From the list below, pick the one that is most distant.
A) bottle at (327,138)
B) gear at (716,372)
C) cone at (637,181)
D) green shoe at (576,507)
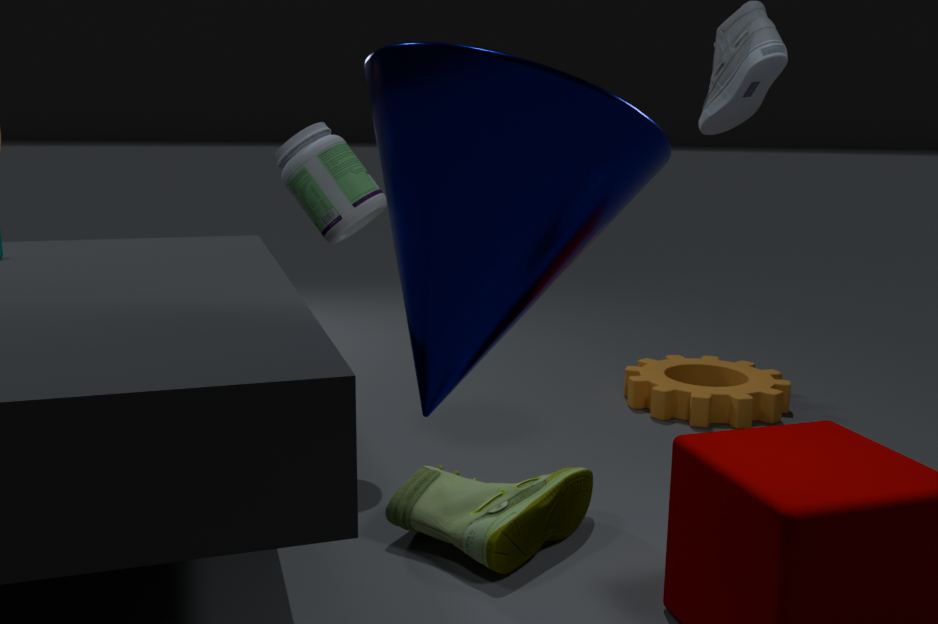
gear at (716,372)
